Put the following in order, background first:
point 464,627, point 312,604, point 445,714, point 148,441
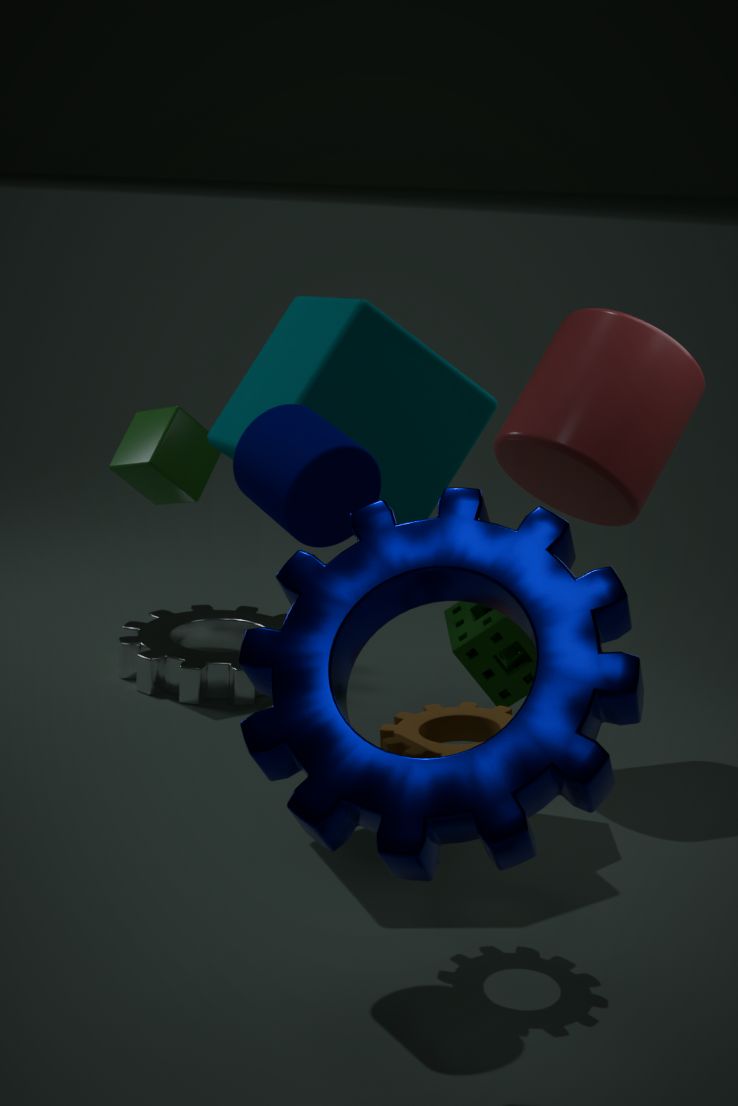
point 148,441
point 464,627
point 445,714
point 312,604
